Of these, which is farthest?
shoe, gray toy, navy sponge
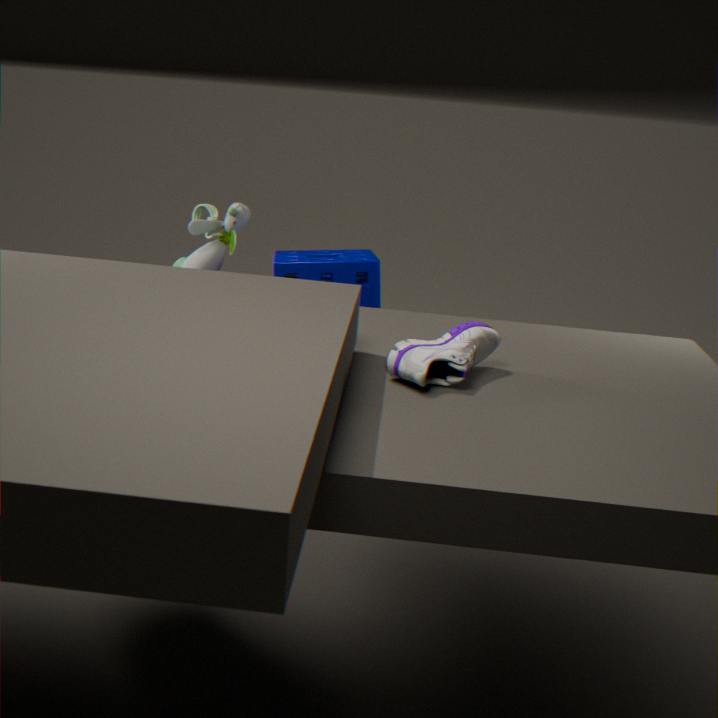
gray toy
